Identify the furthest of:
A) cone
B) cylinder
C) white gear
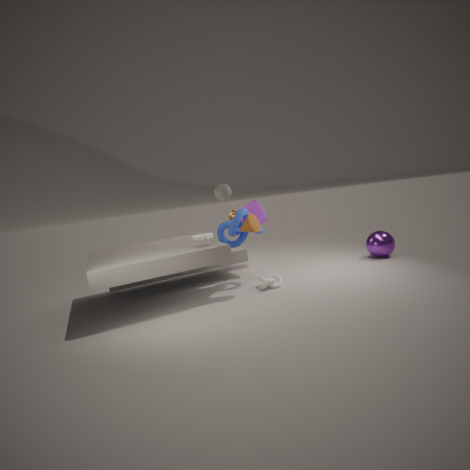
cylinder
